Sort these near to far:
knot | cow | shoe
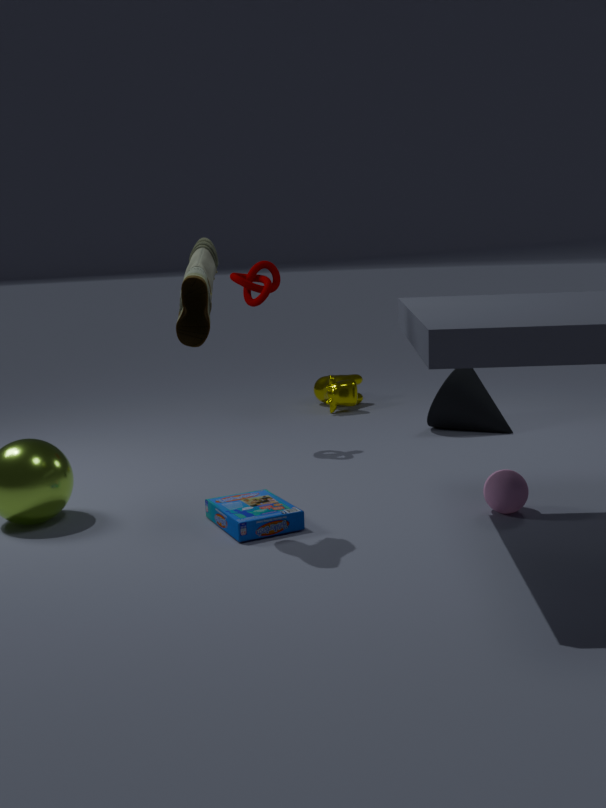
shoe < knot < cow
